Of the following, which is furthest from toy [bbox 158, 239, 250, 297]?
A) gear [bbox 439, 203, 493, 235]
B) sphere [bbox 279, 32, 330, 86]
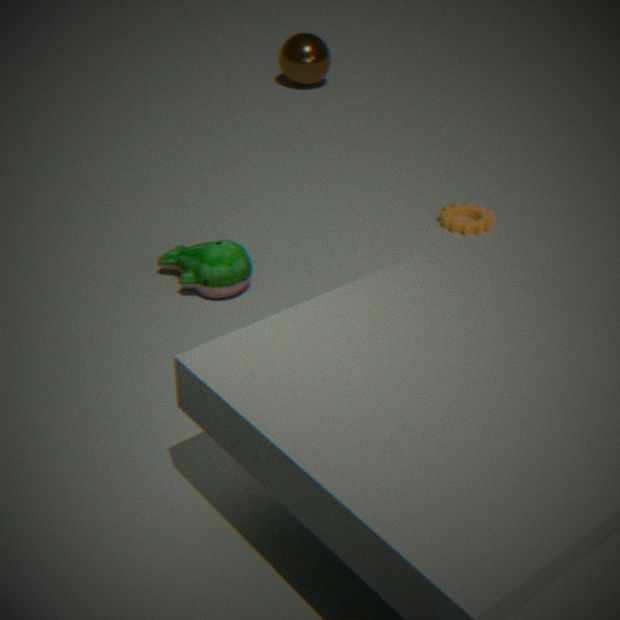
sphere [bbox 279, 32, 330, 86]
